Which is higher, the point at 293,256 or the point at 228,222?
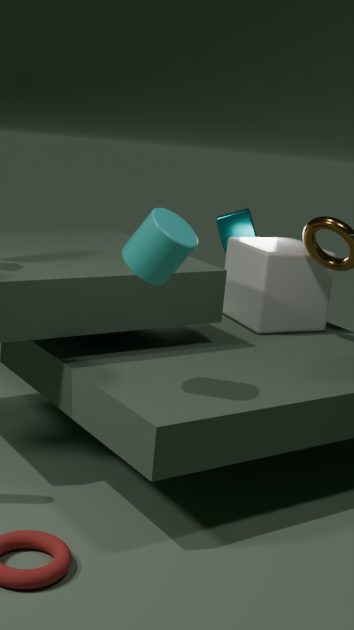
the point at 228,222
